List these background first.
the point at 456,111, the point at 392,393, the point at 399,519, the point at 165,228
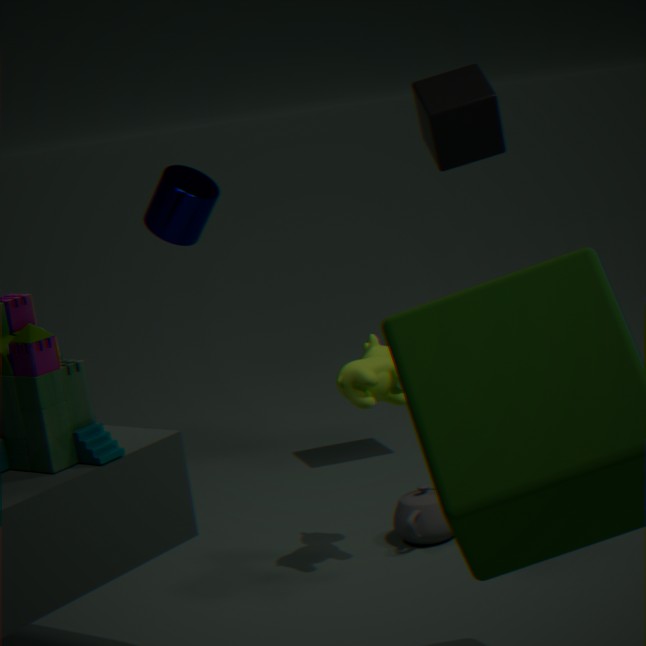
the point at 165,228
the point at 456,111
the point at 399,519
the point at 392,393
